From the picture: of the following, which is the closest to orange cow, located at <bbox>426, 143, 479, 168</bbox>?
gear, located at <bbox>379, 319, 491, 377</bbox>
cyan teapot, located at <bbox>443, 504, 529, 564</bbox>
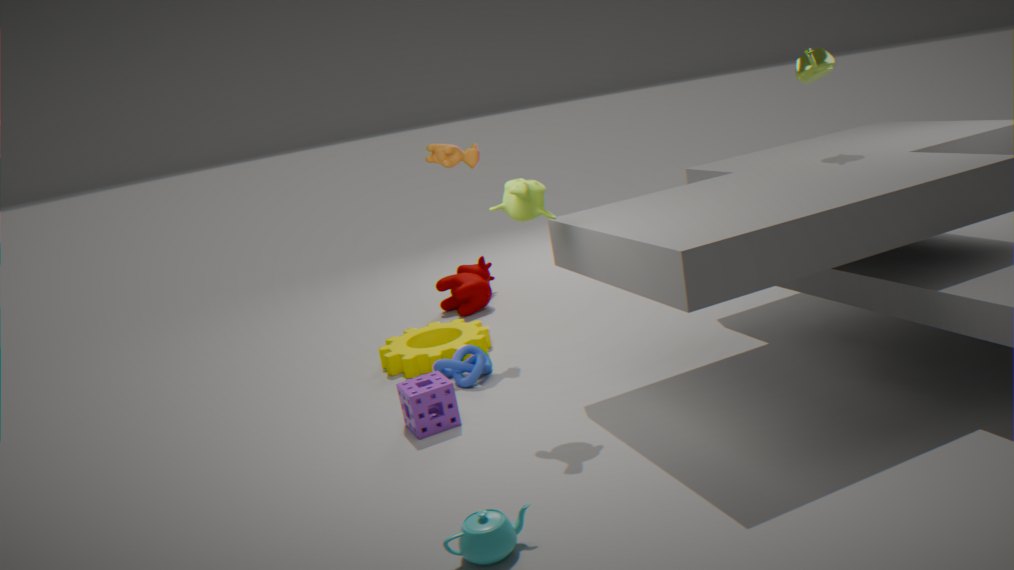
gear, located at <bbox>379, 319, 491, 377</bbox>
